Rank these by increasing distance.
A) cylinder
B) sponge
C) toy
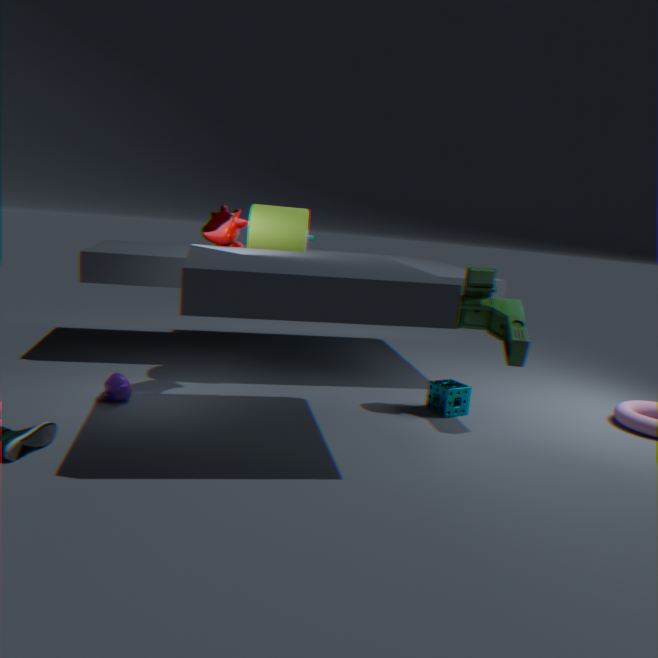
toy → sponge → cylinder
